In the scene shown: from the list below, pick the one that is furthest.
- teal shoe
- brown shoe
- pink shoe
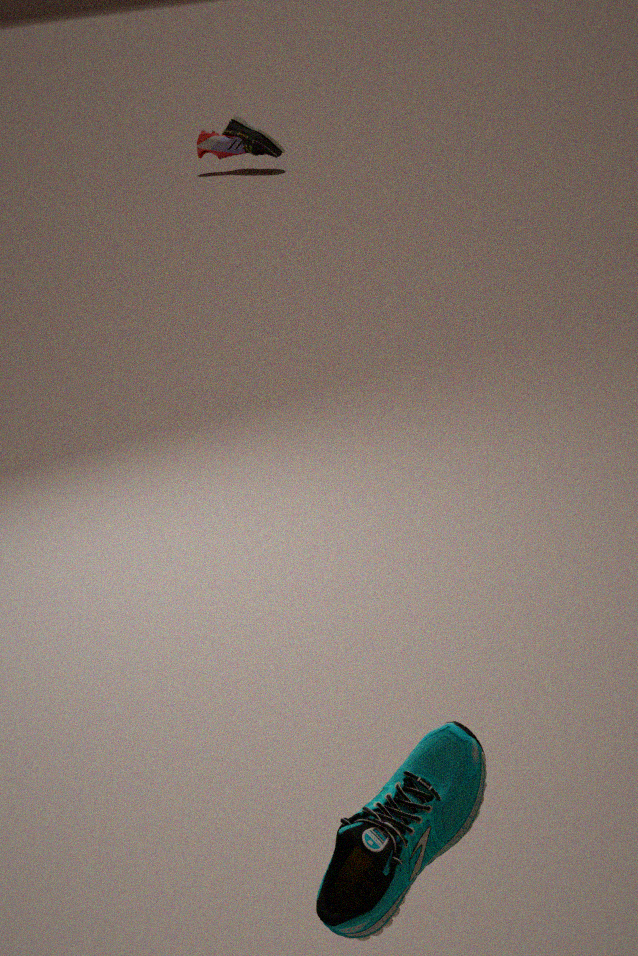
pink shoe
